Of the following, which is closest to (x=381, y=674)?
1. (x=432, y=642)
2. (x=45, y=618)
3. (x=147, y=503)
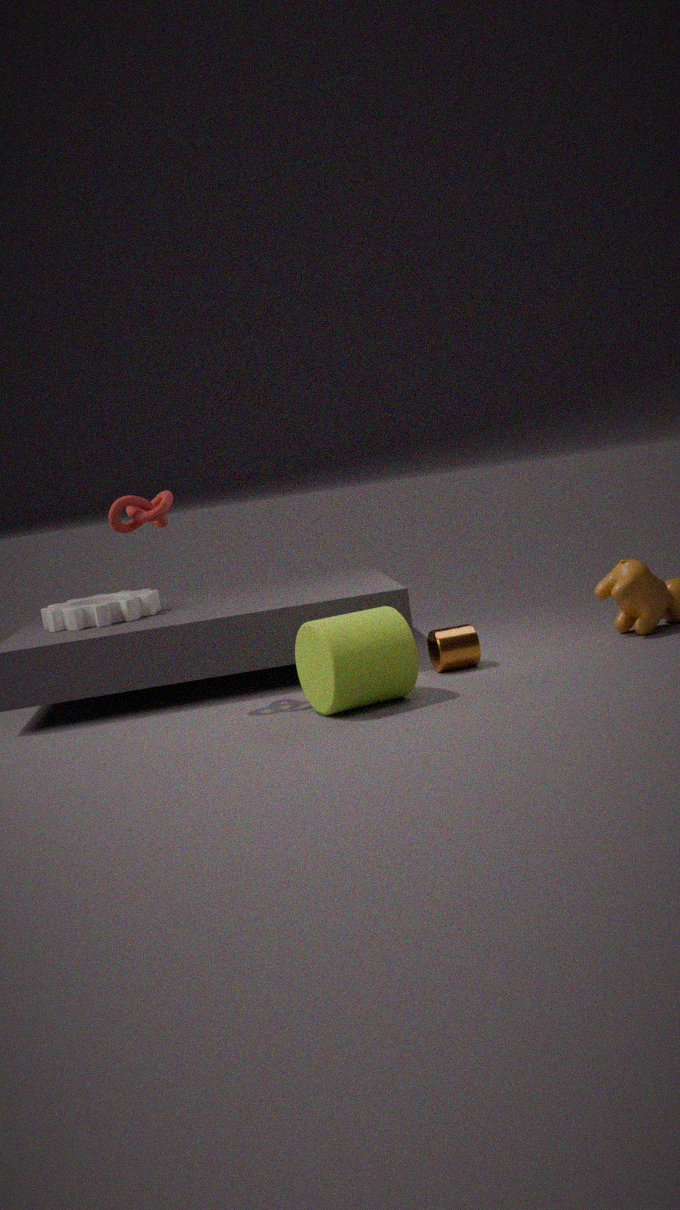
(x=432, y=642)
